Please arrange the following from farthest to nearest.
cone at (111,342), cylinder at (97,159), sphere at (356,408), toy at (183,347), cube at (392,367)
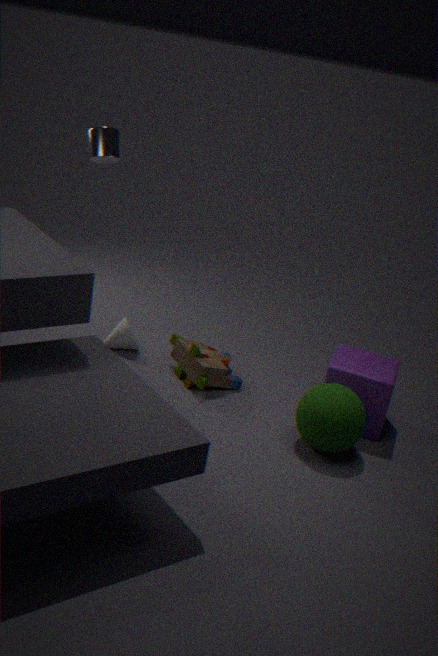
cone at (111,342) → cylinder at (97,159) → toy at (183,347) → cube at (392,367) → sphere at (356,408)
